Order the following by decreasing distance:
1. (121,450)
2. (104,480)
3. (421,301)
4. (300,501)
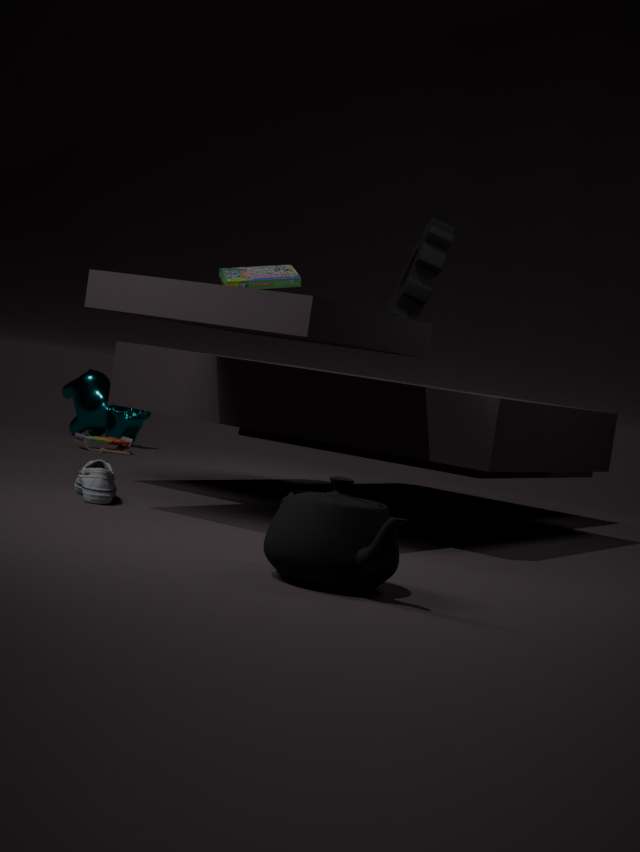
(121,450)
(421,301)
(104,480)
(300,501)
